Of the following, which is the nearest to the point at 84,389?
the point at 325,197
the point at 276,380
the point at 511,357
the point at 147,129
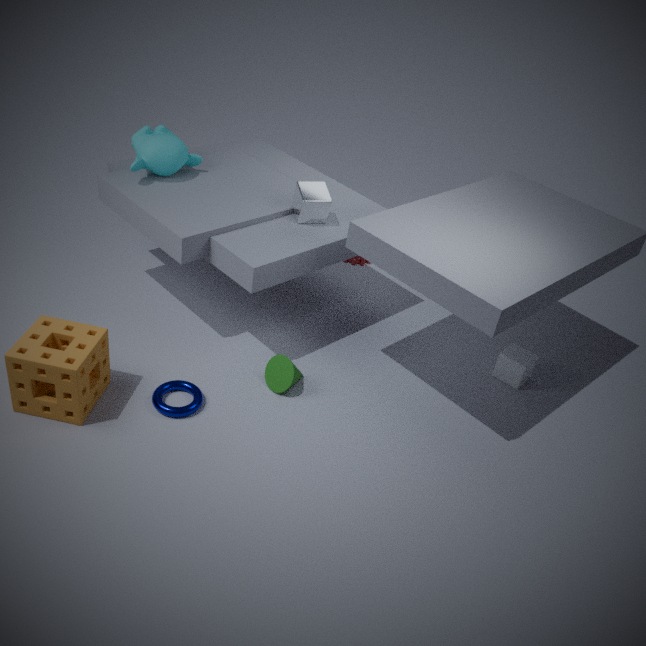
the point at 276,380
